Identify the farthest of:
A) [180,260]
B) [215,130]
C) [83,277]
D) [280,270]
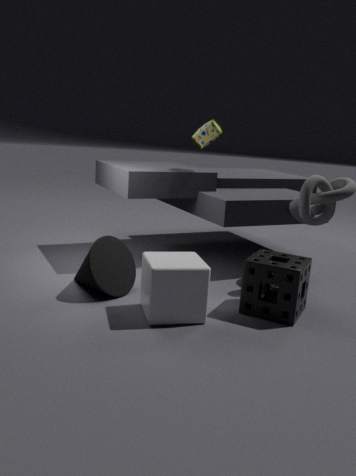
[215,130]
